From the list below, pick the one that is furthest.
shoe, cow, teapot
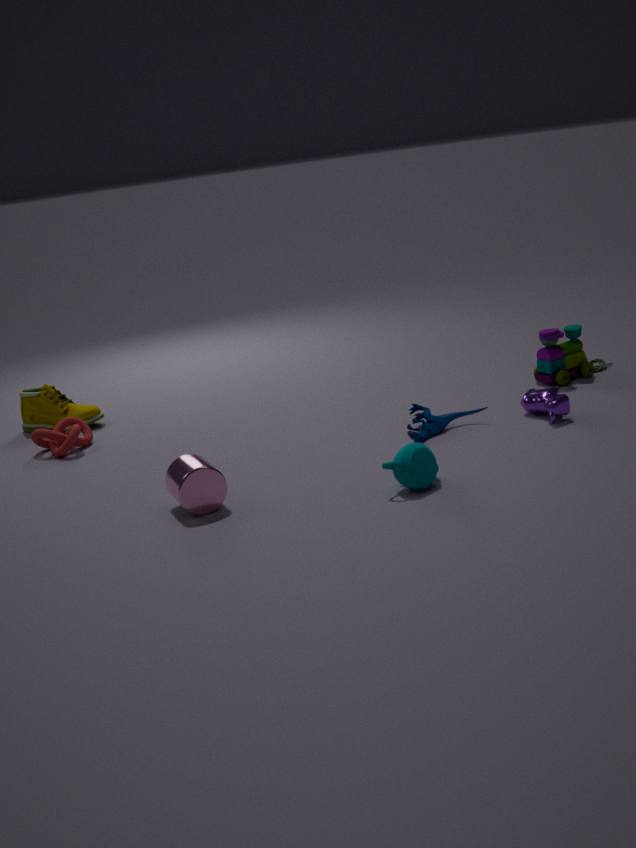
shoe
